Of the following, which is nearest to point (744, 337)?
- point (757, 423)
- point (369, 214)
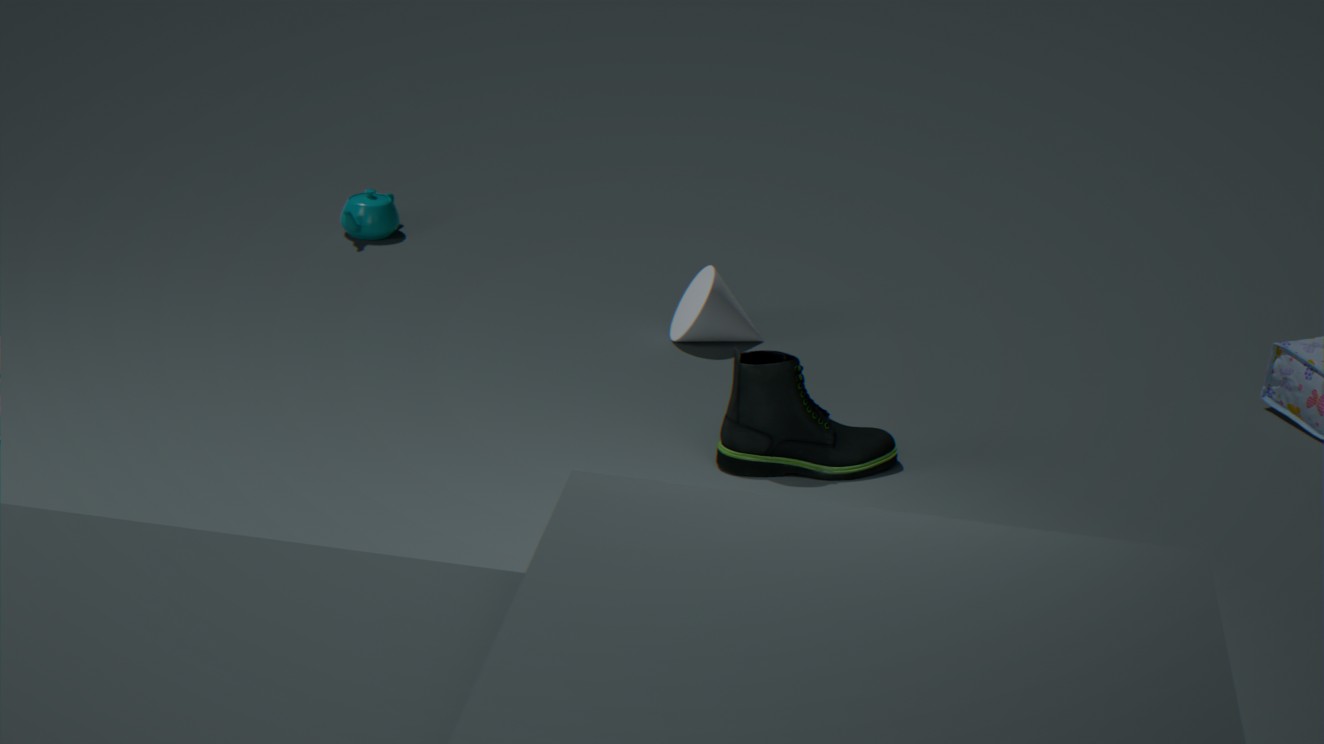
point (757, 423)
